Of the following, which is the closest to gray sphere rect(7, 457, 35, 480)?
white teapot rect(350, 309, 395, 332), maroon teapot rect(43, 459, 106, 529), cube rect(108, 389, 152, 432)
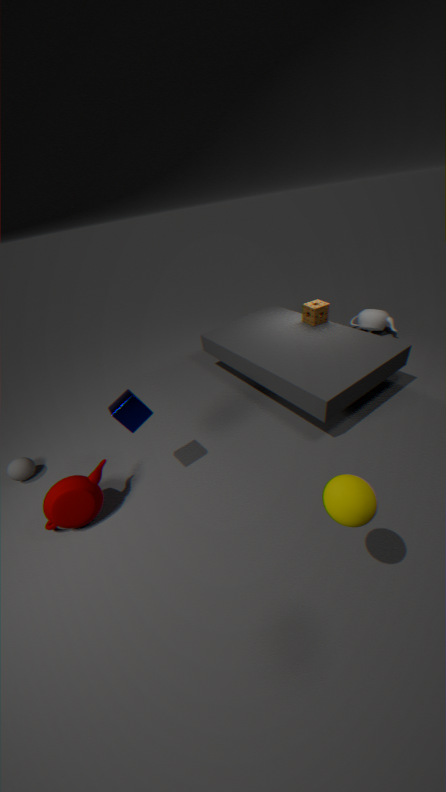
maroon teapot rect(43, 459, 106, 529)
